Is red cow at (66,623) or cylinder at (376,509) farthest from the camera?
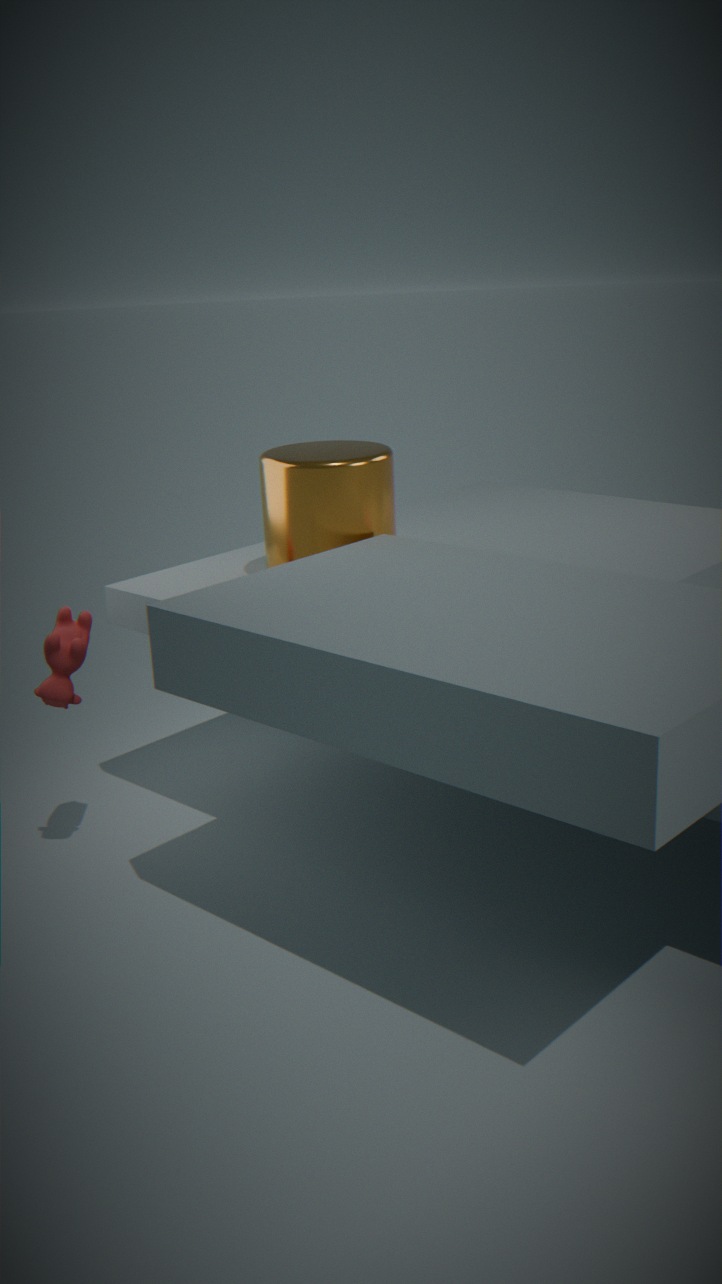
cylinder at (376,509)
